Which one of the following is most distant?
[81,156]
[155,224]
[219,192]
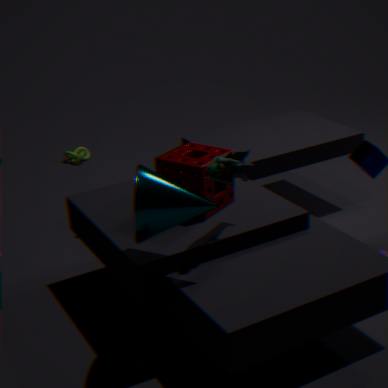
[81,156]
